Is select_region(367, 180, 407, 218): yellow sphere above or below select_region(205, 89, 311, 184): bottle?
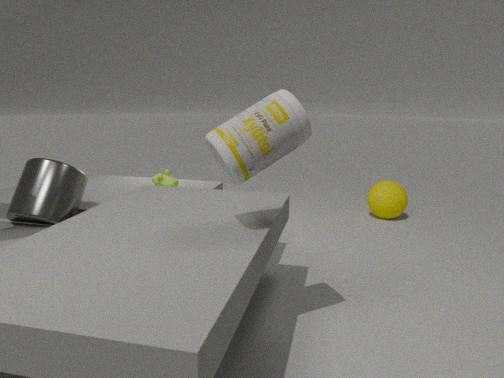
→ below
